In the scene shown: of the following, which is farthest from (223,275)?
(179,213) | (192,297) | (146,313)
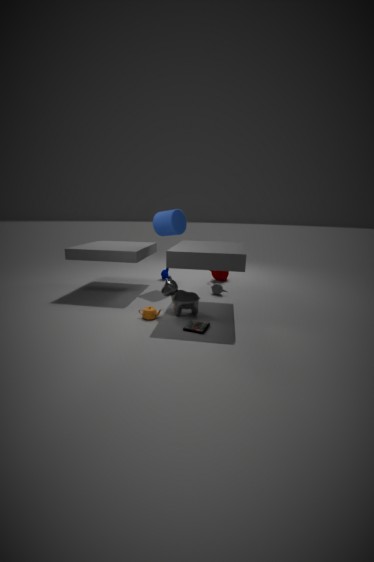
(146,313)
